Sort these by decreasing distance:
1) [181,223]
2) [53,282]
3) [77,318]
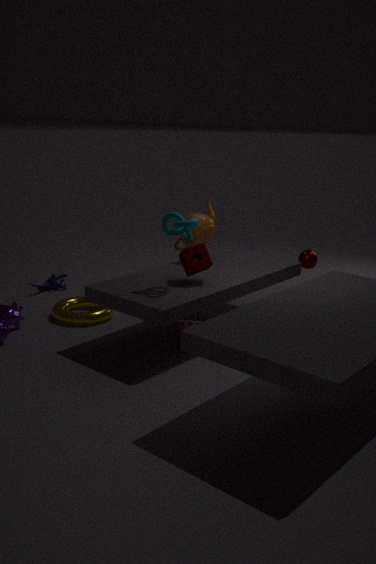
2. [53,282] < 3. [77,318] < 1. [181,223]
